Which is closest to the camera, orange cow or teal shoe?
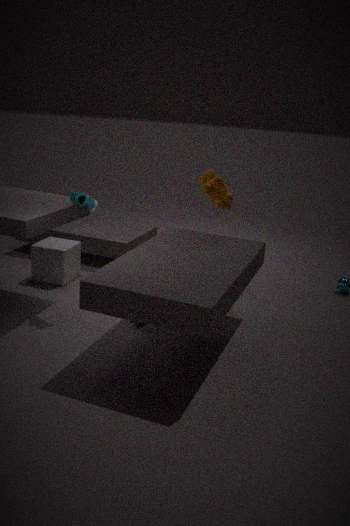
teal shoe
